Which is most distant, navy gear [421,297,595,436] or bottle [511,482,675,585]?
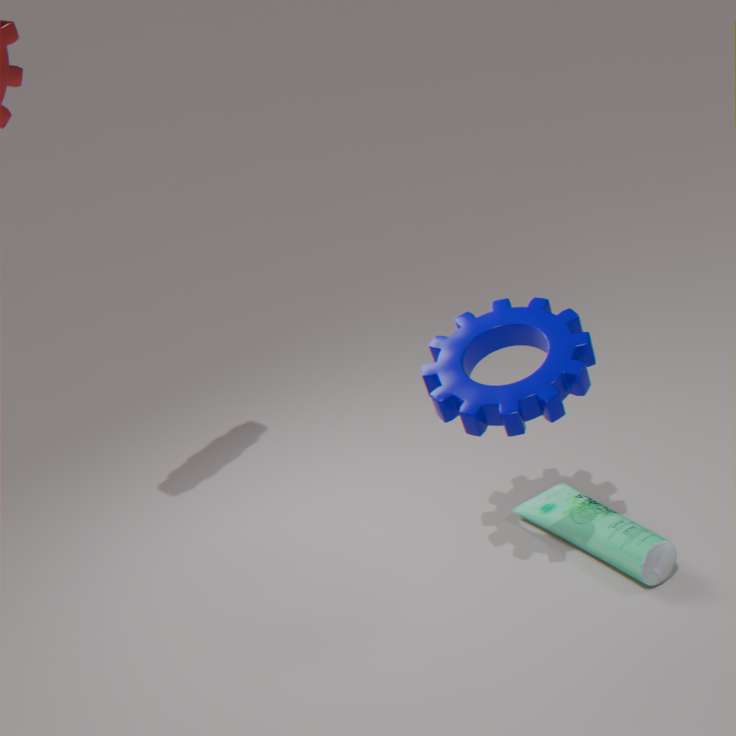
bottle [511,482,675,585]
